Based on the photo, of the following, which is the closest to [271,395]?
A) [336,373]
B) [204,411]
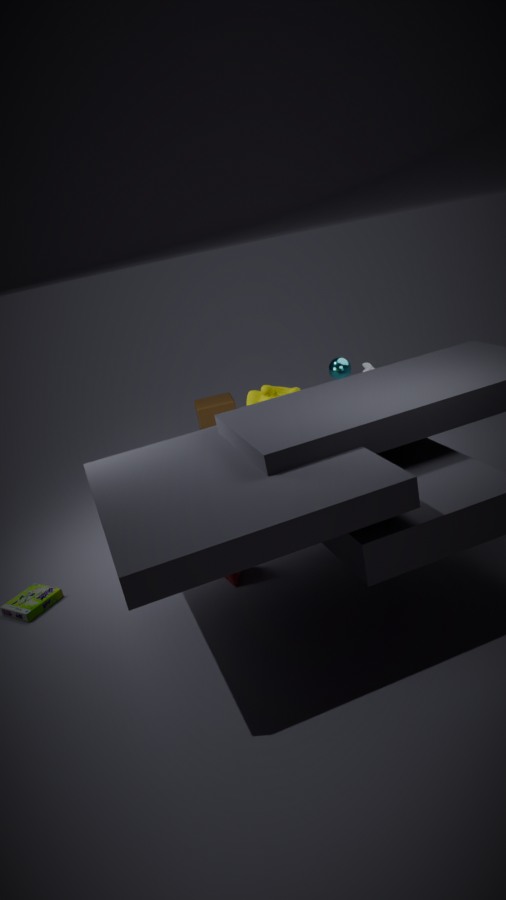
[336,373]
